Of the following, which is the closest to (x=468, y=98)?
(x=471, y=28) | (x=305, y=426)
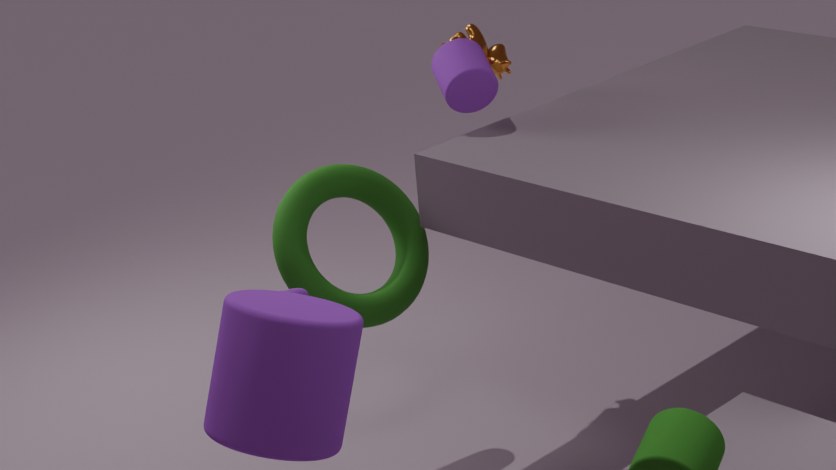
(x=471, y=28)
